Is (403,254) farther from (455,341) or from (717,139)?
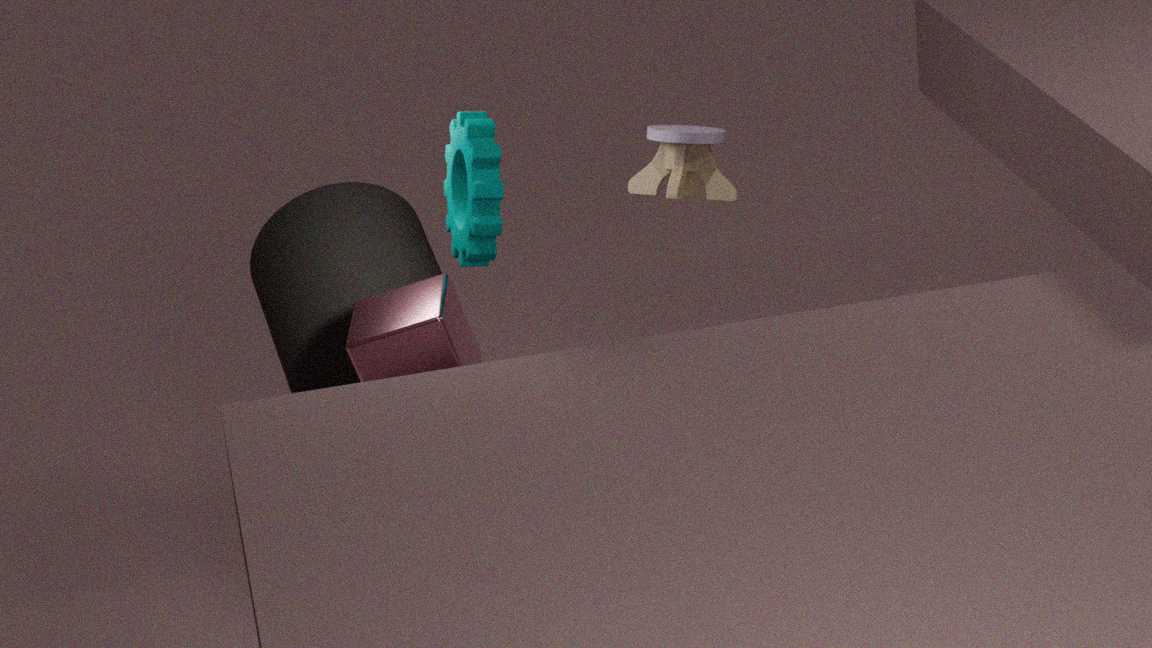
(717,139)
